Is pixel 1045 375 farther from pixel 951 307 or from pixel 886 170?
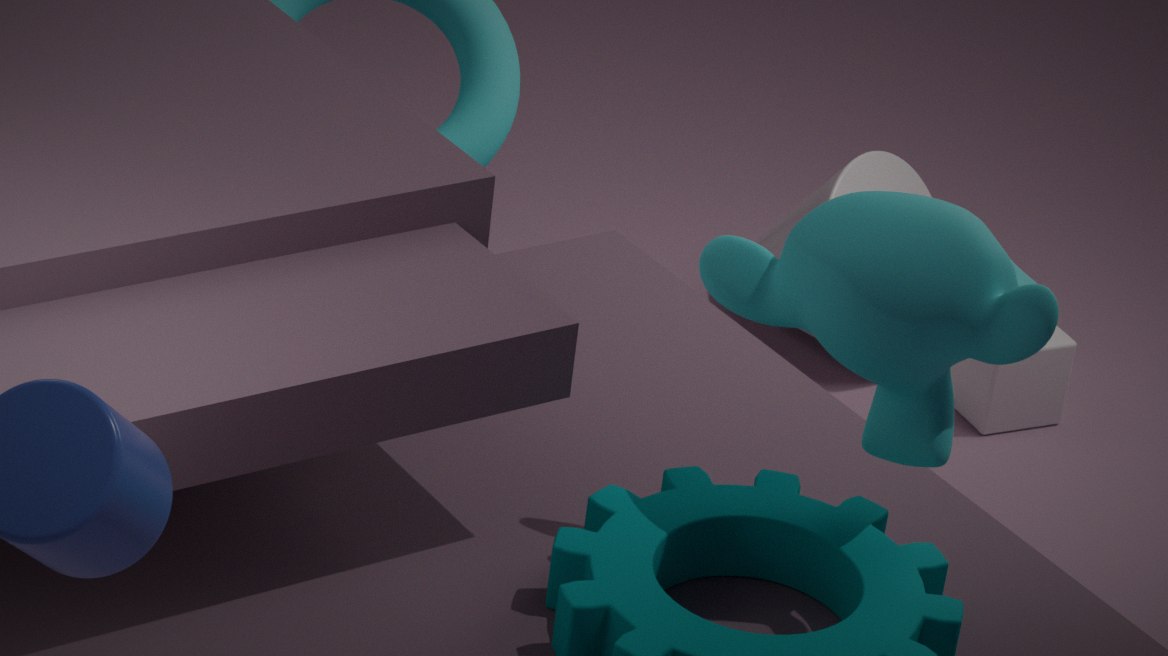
pixel 951 307
